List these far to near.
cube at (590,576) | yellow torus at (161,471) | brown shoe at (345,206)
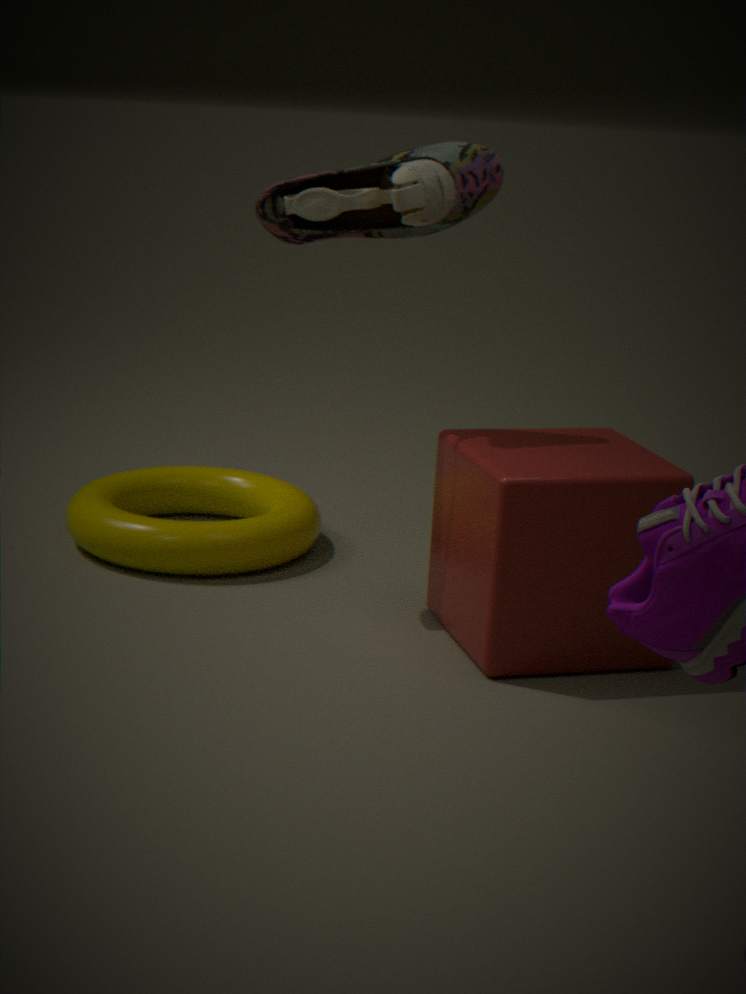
yellow torus at (161,471) → brown shoe at (345,206) → cube at (590,576)
